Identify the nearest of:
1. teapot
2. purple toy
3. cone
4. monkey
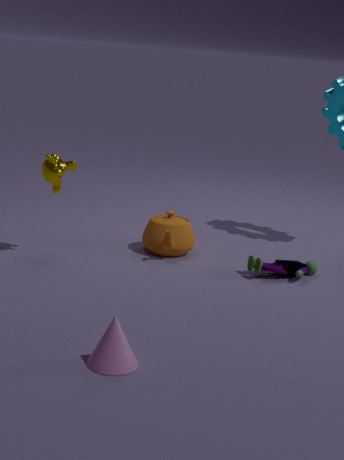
cone
